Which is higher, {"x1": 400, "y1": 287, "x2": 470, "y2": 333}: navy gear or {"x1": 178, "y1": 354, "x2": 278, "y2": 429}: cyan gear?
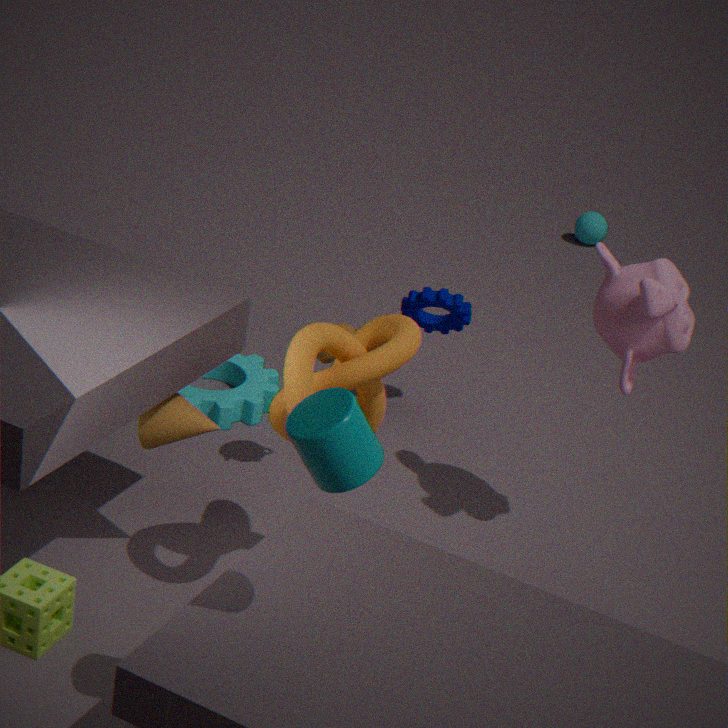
{"x1": 400, "y1": 287, "x2": 470, "y2": 333}: navy gear
